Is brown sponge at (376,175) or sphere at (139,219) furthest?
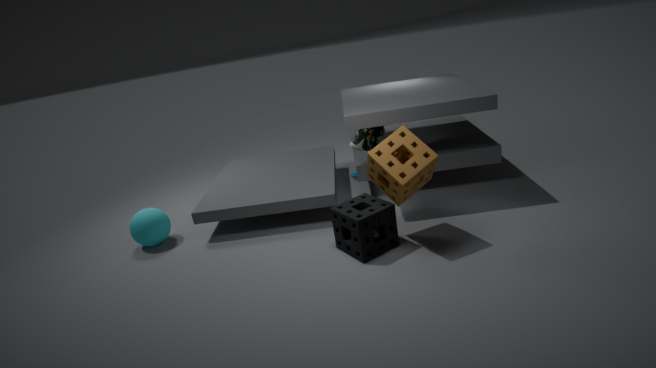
sphere at (139,219)
